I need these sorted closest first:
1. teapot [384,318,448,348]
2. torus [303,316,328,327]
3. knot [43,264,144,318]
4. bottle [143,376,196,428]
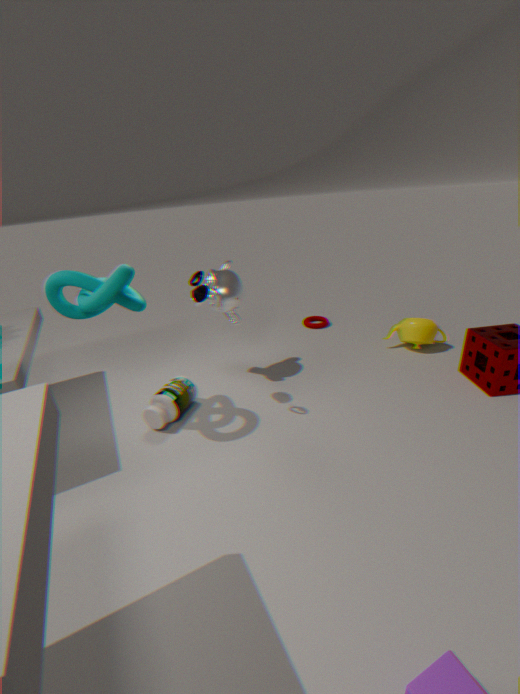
1. knot [43,264,144,318]
2. bottle [143,376,196,428]
3. teapot [384,318,448,348]
4. torus [303,316,328,327]
